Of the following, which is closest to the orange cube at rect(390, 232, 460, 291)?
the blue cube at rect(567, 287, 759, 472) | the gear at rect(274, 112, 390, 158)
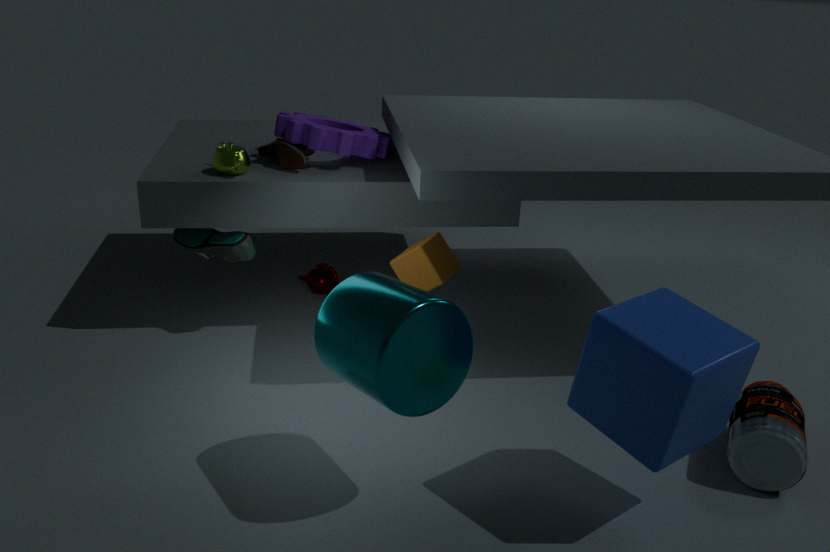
the gear at rect(274, 112, 390, 158)
